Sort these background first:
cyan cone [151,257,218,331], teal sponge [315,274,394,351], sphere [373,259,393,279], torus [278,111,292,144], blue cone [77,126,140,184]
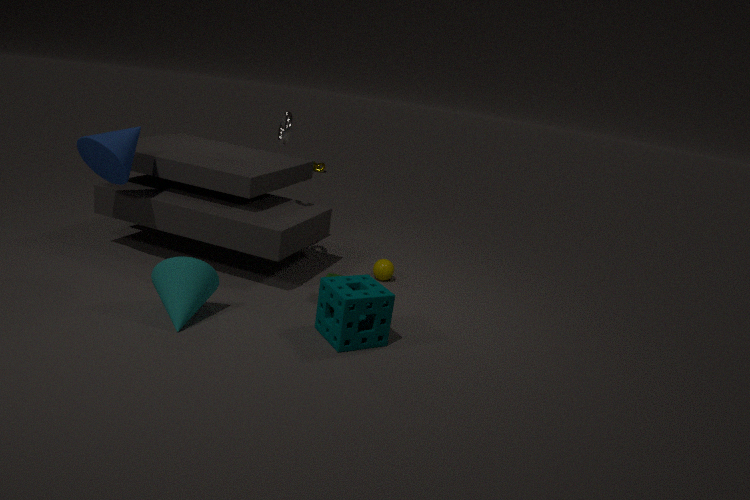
sphere [373,259,393,279] → torus [278,111,292,144] → blue cone [77,126,140,184] → cyan cone [151,257,218,331] → teal sponge [315,274,394,351]
